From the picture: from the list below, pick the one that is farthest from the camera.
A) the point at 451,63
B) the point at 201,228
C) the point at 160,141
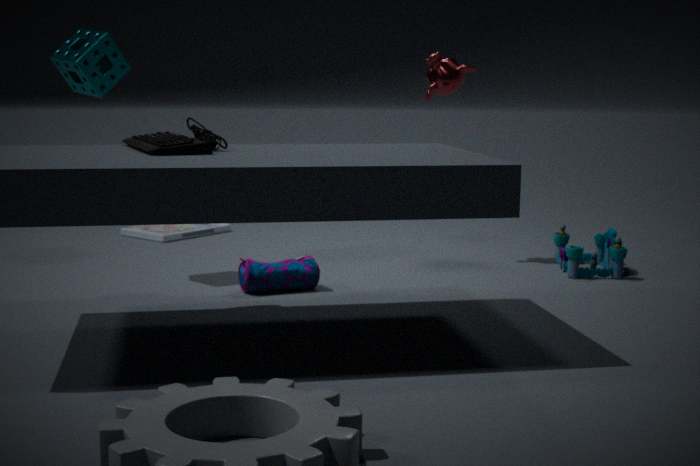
the point at 201,228
